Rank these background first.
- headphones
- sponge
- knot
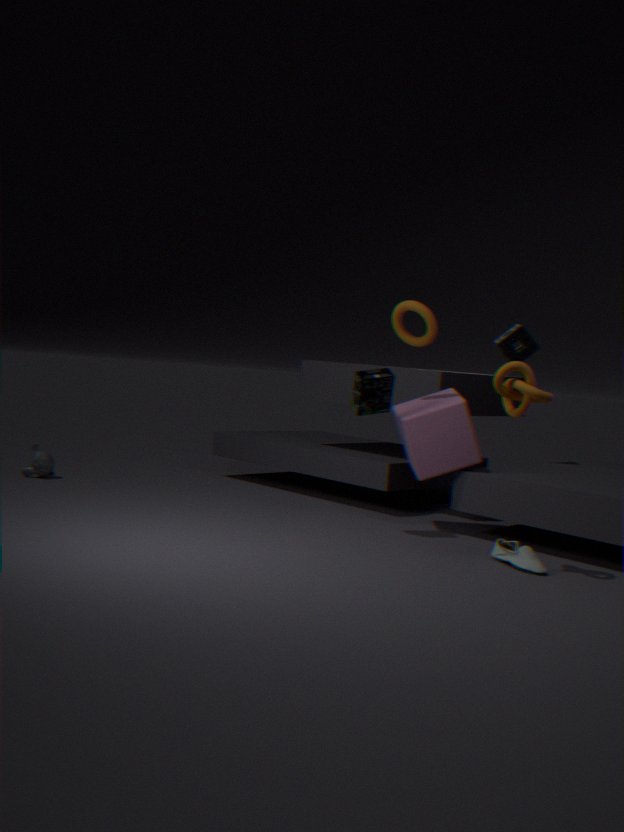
sponge < headphones < knot
